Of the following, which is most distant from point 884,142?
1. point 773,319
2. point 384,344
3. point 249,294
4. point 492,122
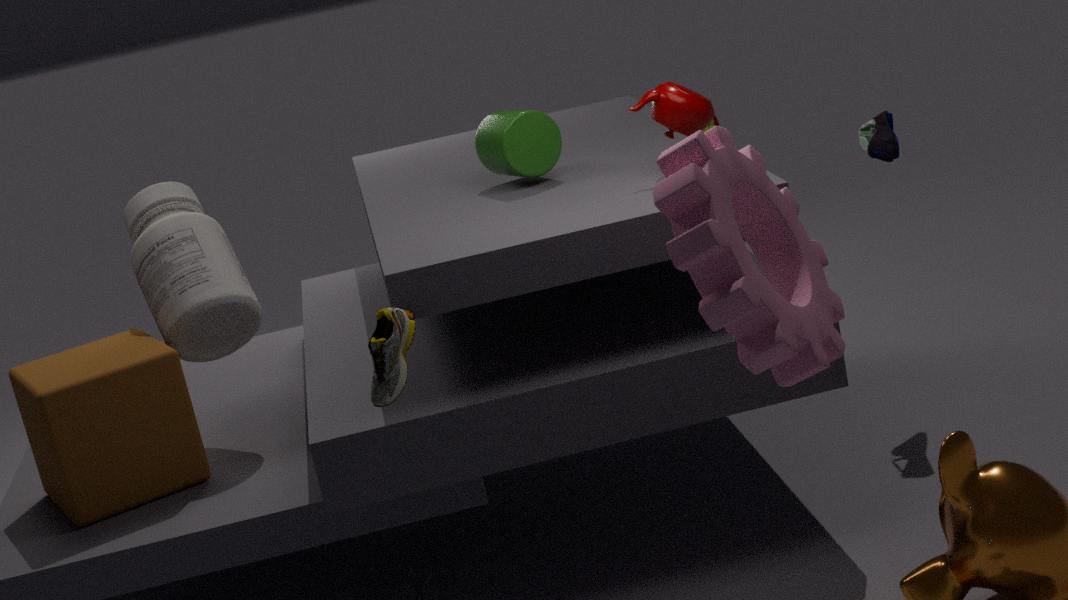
point 249,294
